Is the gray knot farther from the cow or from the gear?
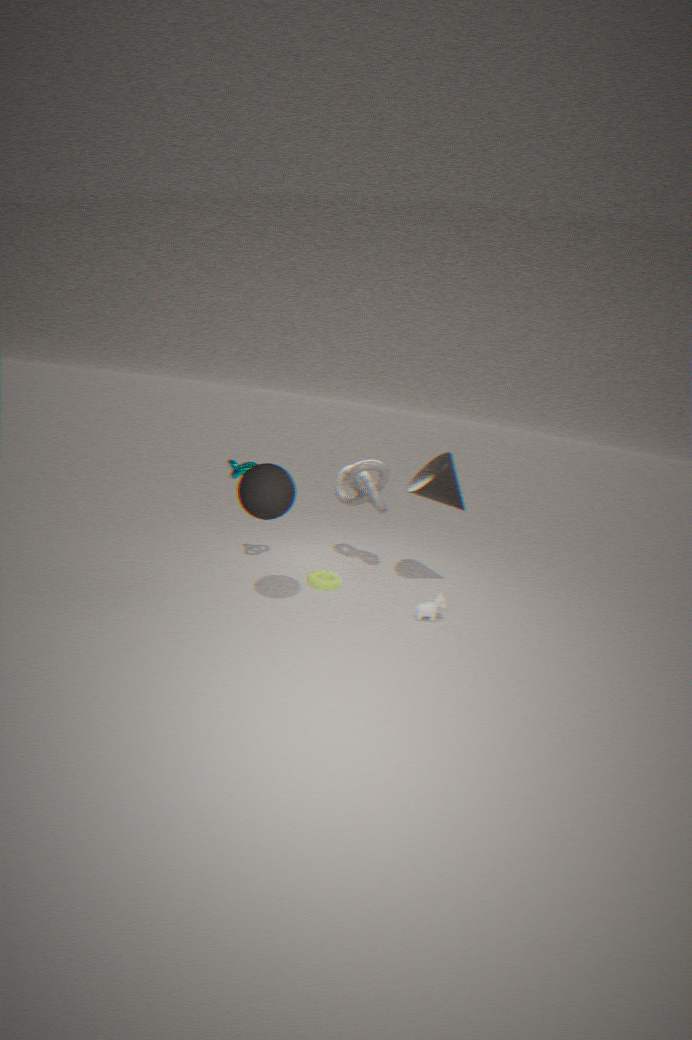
the cow
